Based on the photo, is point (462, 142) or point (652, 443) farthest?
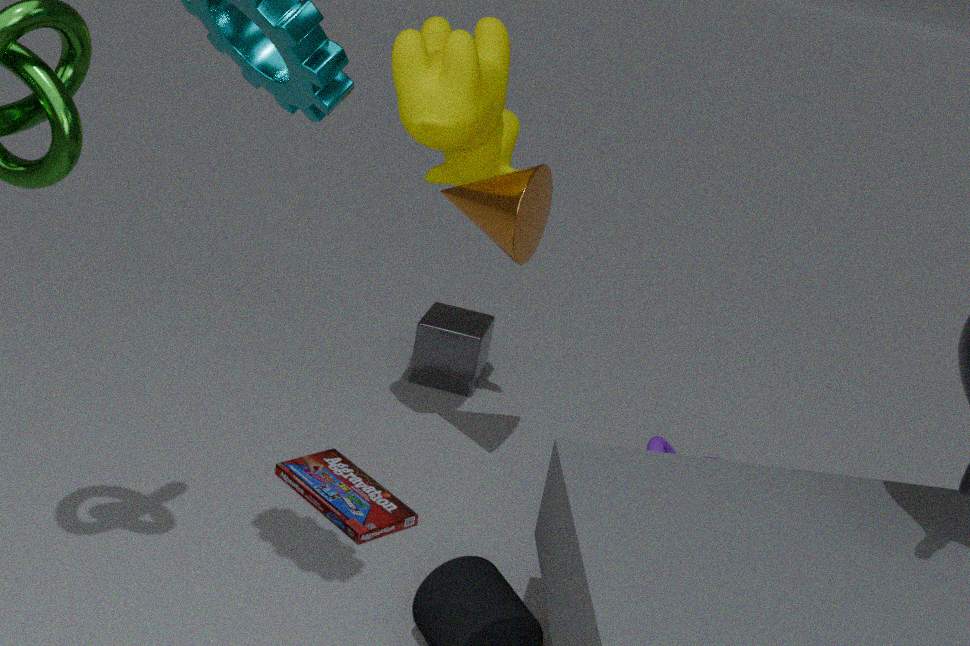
point (652, 443)
